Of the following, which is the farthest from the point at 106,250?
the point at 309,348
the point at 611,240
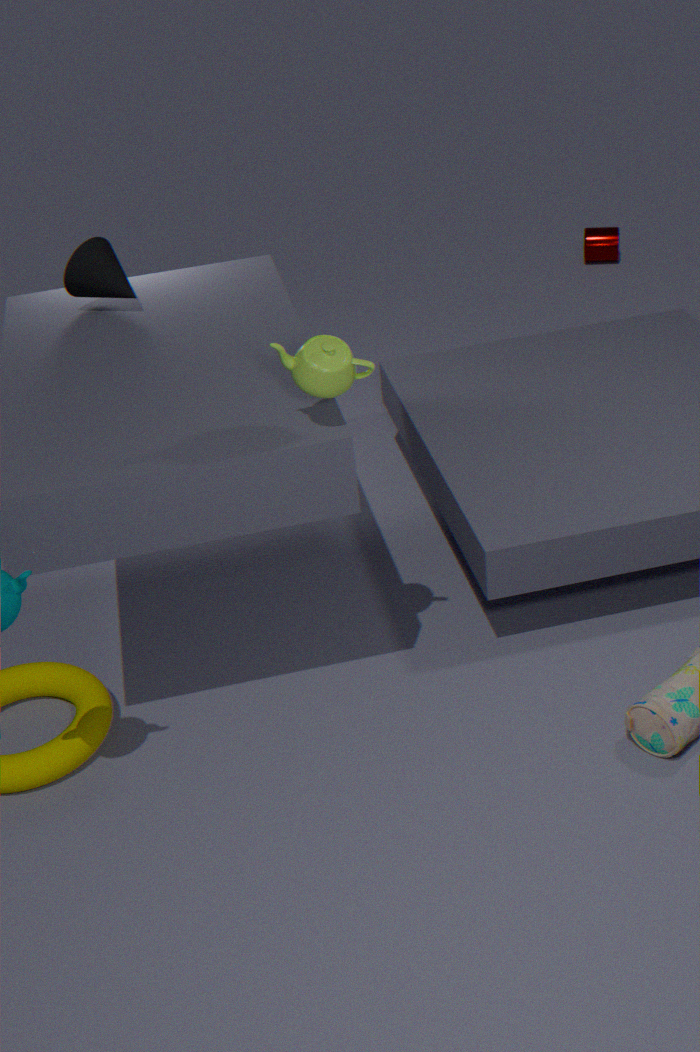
the point at 611,240
